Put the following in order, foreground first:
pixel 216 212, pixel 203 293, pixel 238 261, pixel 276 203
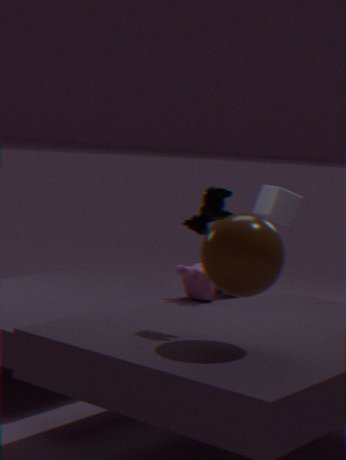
1. pixel 238 261
2. pixel 216 212
3. pixel 203 293
4. pixel 276 203
